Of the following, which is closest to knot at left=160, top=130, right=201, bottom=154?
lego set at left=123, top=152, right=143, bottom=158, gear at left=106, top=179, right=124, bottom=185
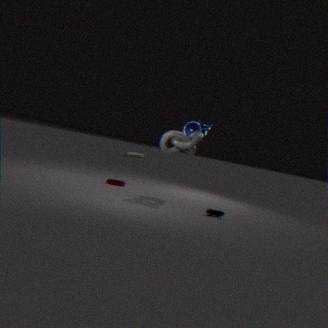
gear at left=106, top=179, right=124, bottom=185
